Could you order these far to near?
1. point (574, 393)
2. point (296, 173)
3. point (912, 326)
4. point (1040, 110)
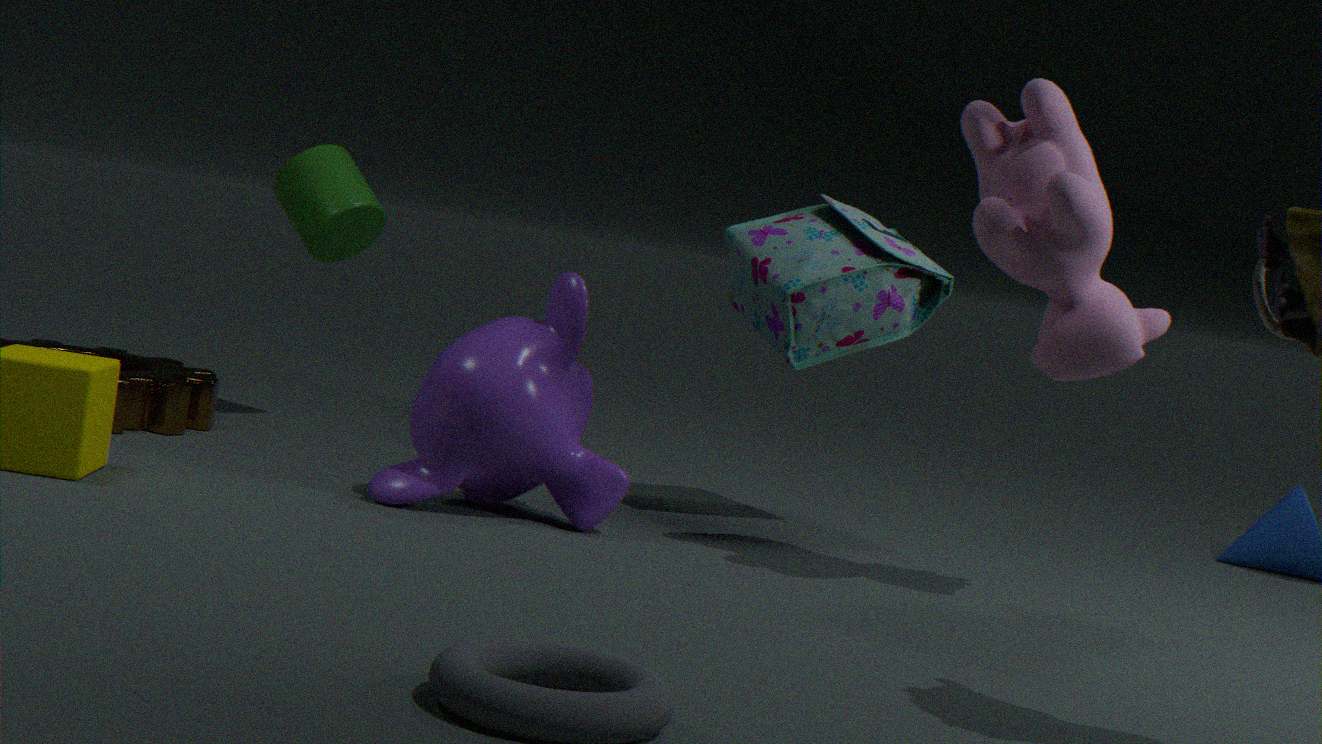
point (296, 173) < point (912, 326) < point (574, 393) < point (1040, 110)
